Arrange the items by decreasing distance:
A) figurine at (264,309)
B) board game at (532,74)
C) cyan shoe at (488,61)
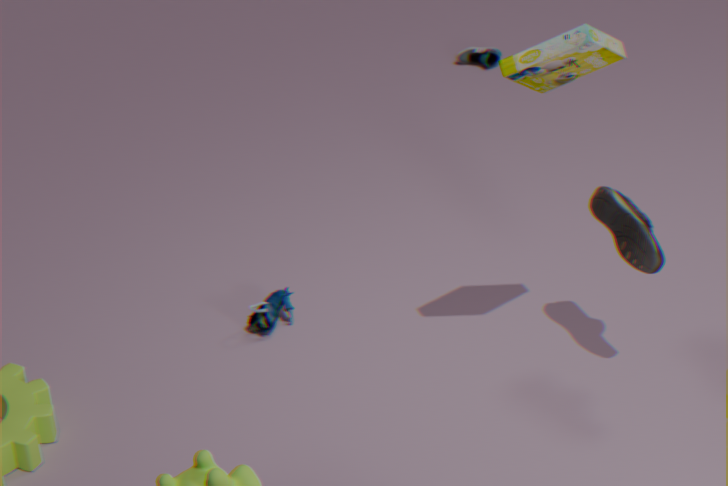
1. cyan shoe at (488,61)
2. figurine at (264,309)
3. board game at (532,74)
